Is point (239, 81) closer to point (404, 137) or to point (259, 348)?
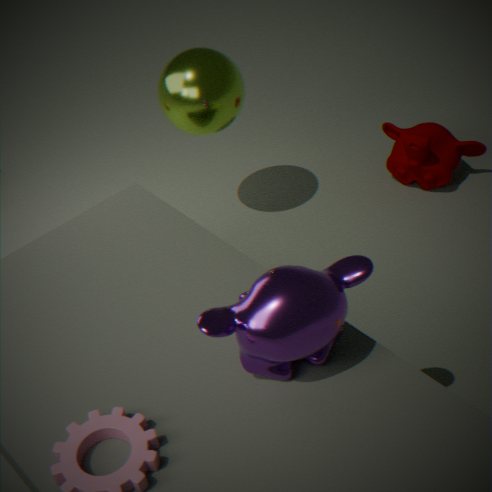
point (404, 137)
